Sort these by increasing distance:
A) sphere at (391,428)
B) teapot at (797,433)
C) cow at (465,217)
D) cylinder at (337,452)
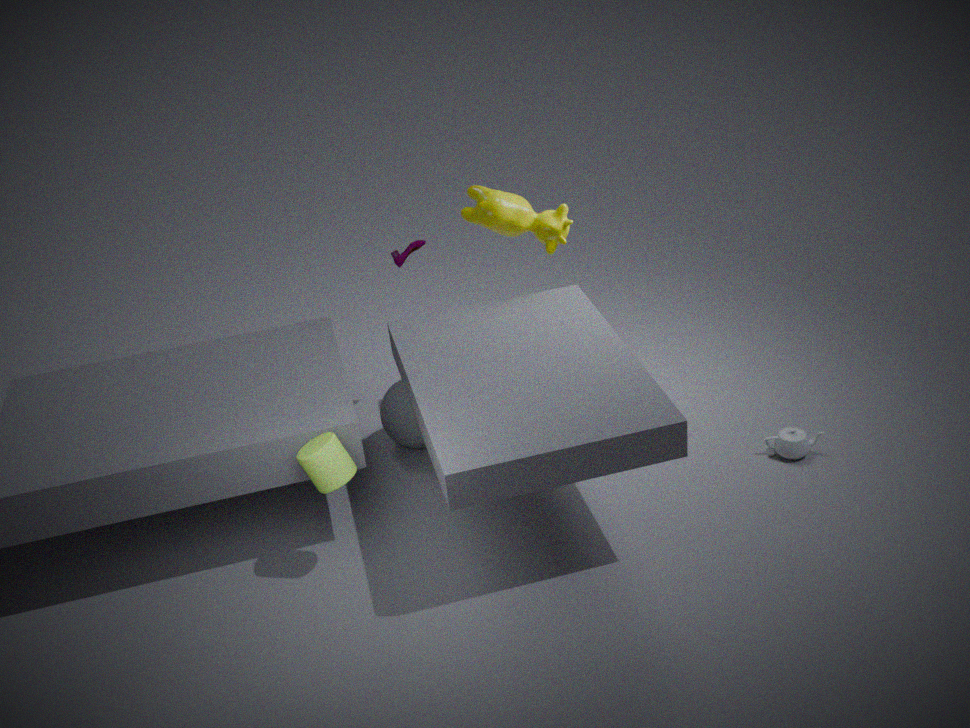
cylinder at (337,452) → teapot at (797,433) → cow at (465,217) → sphere at (391,428)
